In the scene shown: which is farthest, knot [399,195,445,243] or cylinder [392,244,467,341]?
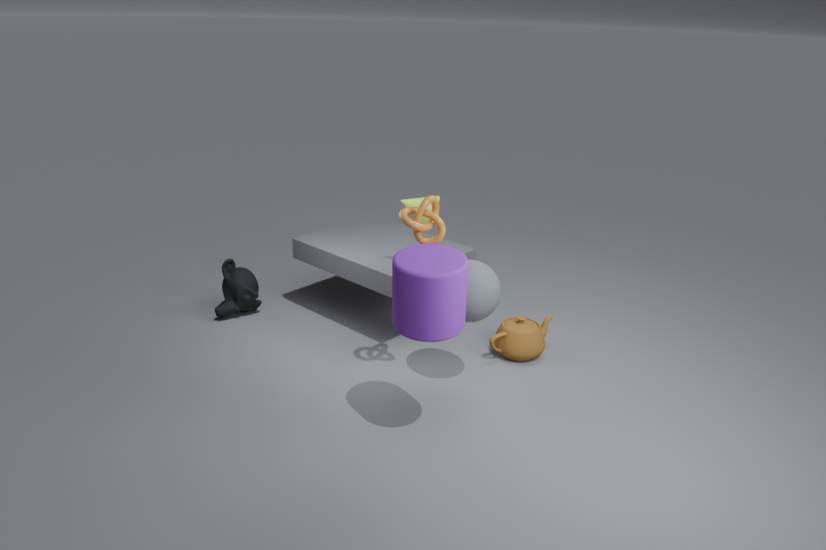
knot [399,195,445,243]
